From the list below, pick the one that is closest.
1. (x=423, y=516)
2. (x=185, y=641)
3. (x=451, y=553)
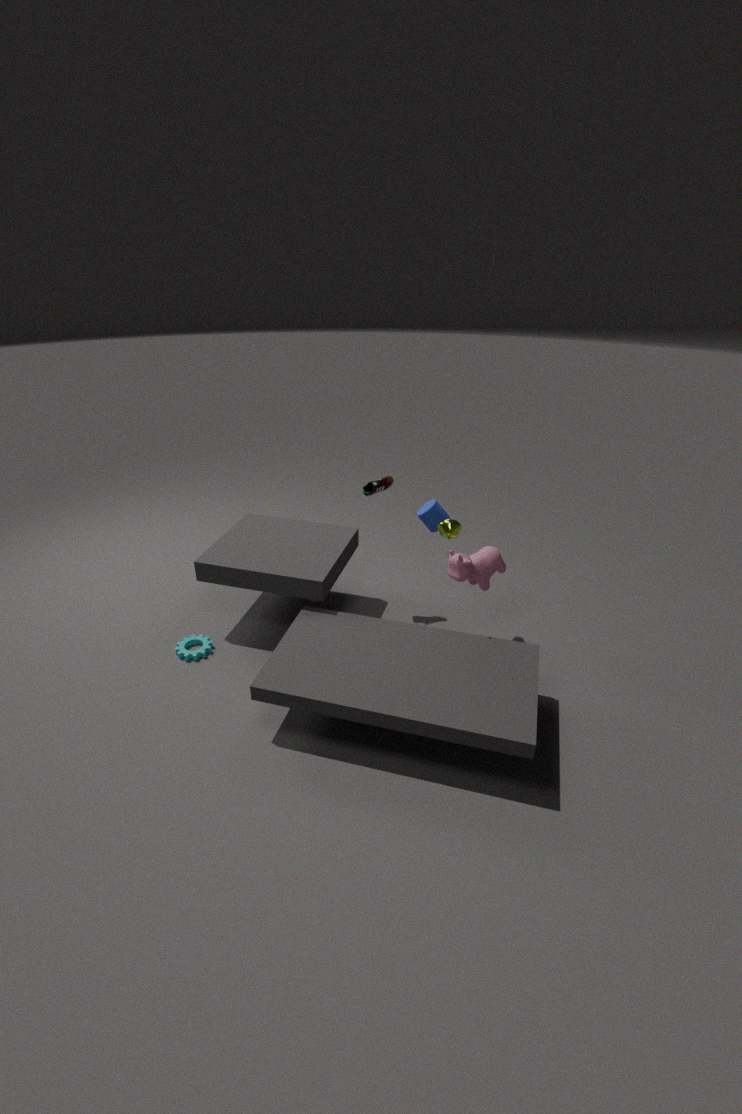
(x=451, y=553)
